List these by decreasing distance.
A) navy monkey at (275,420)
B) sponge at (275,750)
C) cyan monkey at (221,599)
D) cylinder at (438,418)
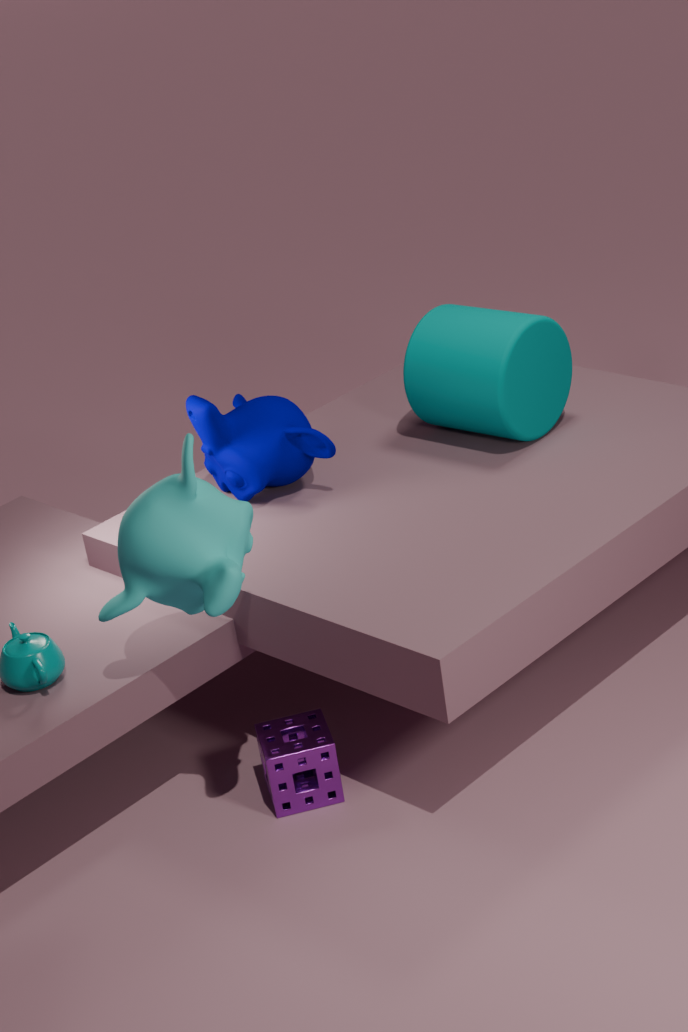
cylinder at (438,418)
navy monkey at (275,420)
sponge at (275,750)
cyan monkey at (221,599)
